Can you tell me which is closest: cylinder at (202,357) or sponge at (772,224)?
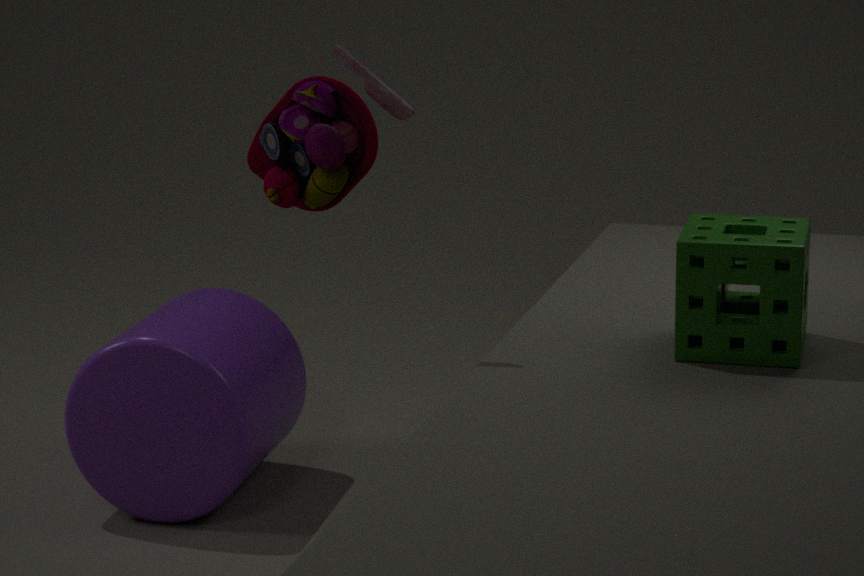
sponge at (772,224)
